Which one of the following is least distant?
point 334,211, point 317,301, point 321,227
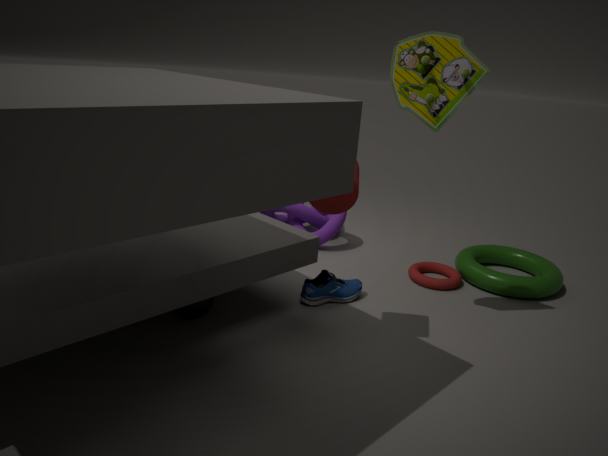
point 334,211
